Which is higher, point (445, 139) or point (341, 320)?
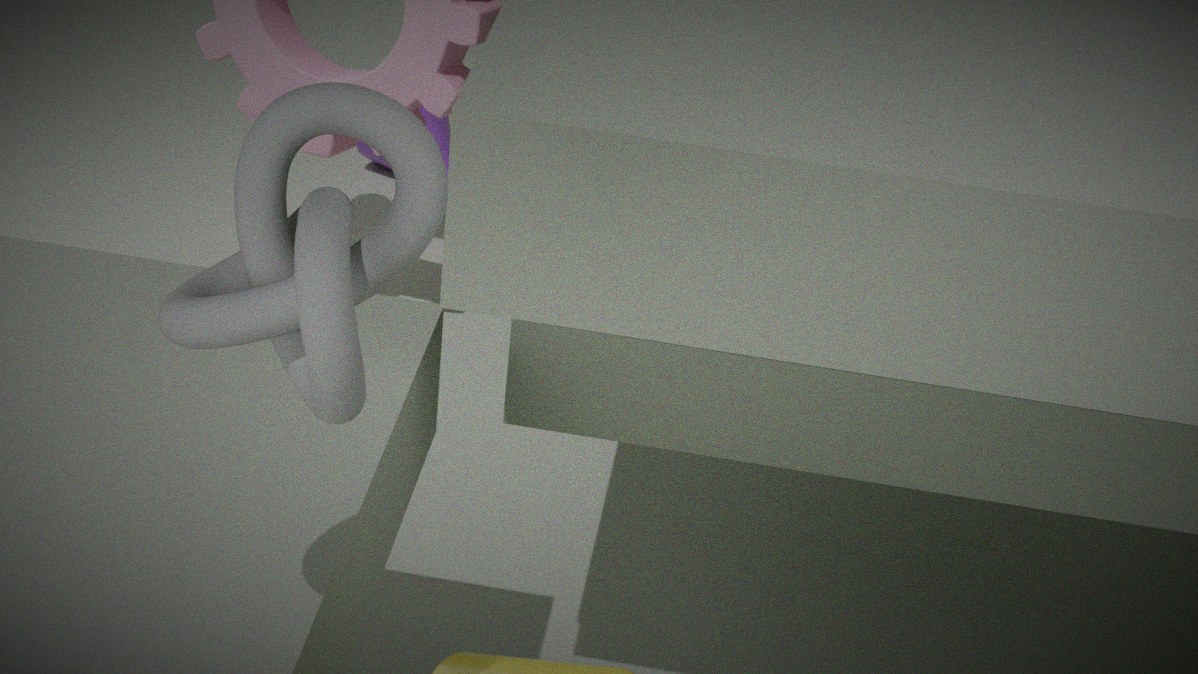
point (341, 320)
